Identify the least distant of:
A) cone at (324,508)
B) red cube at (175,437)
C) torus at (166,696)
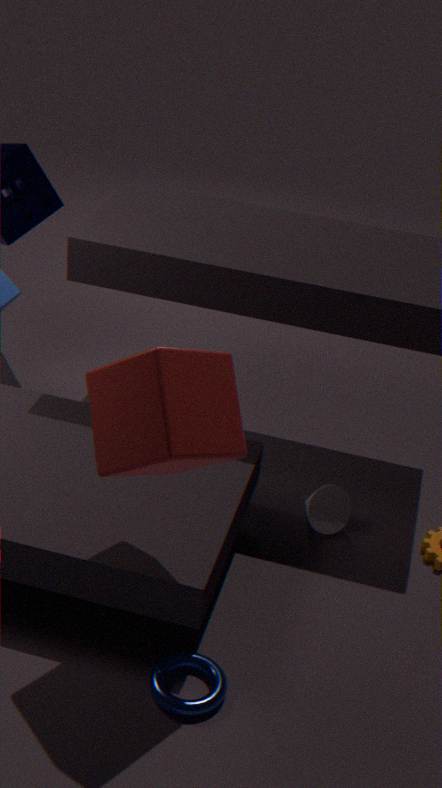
red cube at (175,437)
